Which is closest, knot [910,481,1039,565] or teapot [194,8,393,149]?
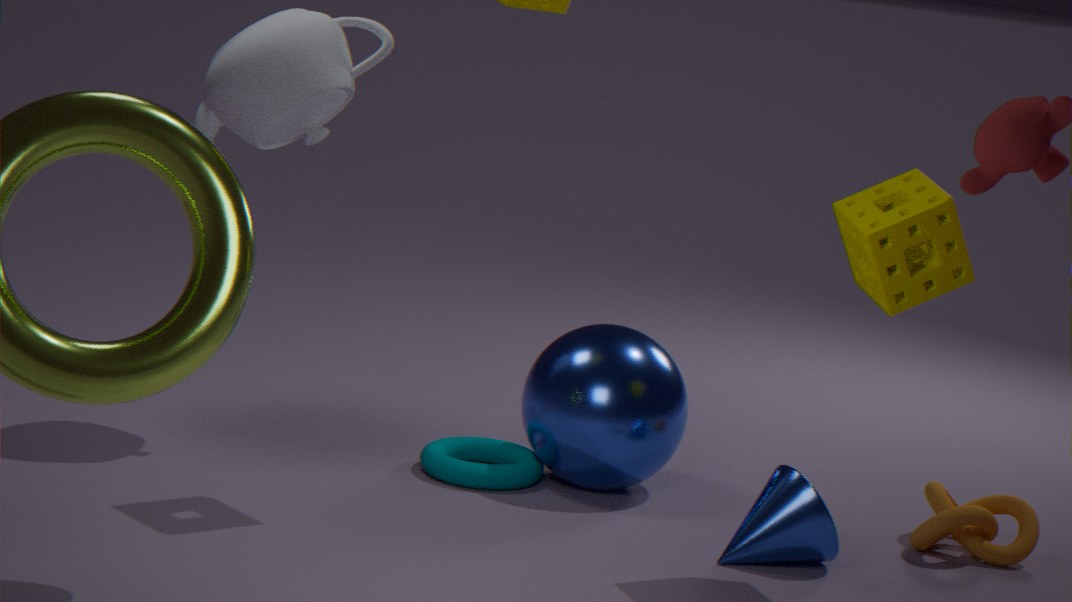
knot [910,481,1039,565]
